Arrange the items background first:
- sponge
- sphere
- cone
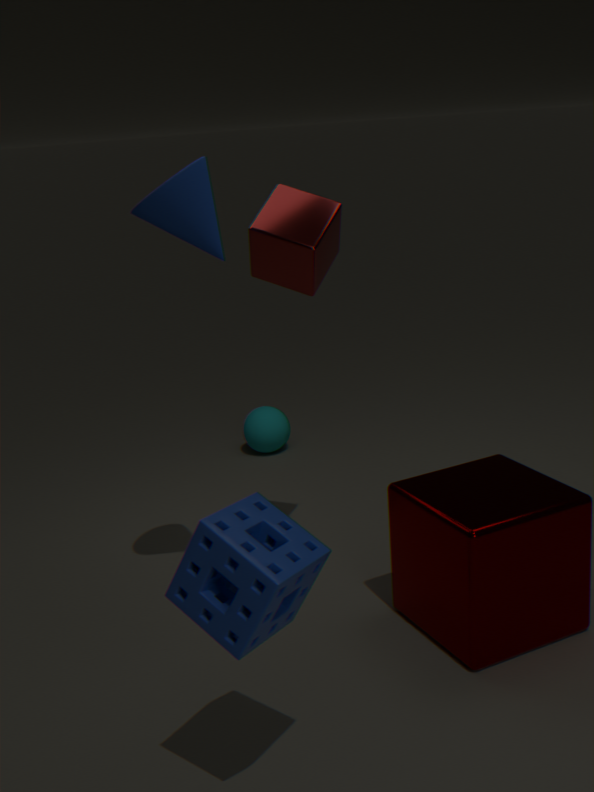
sphere, cone, sponge
